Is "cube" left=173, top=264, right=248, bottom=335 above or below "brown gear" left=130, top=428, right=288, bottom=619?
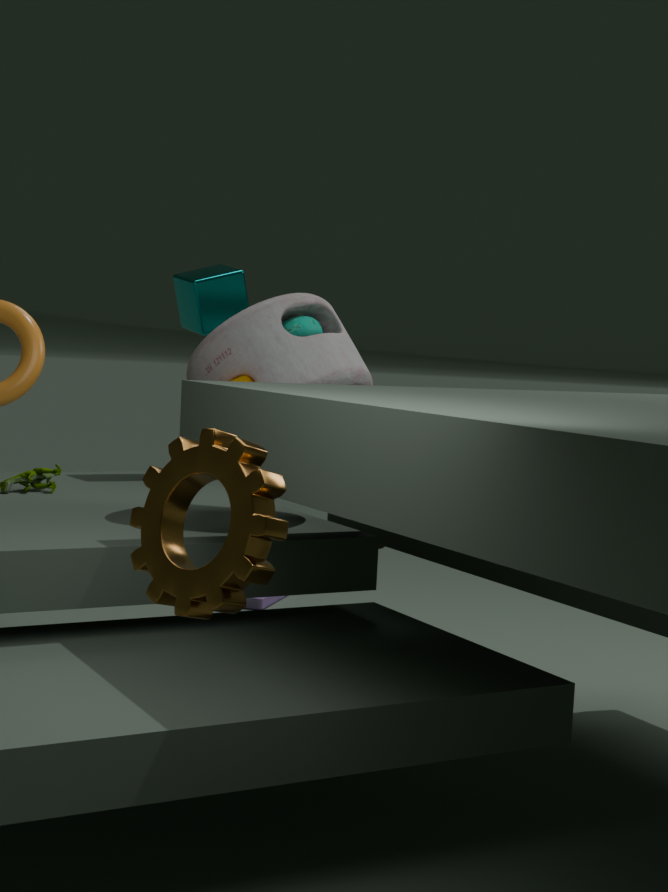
above
